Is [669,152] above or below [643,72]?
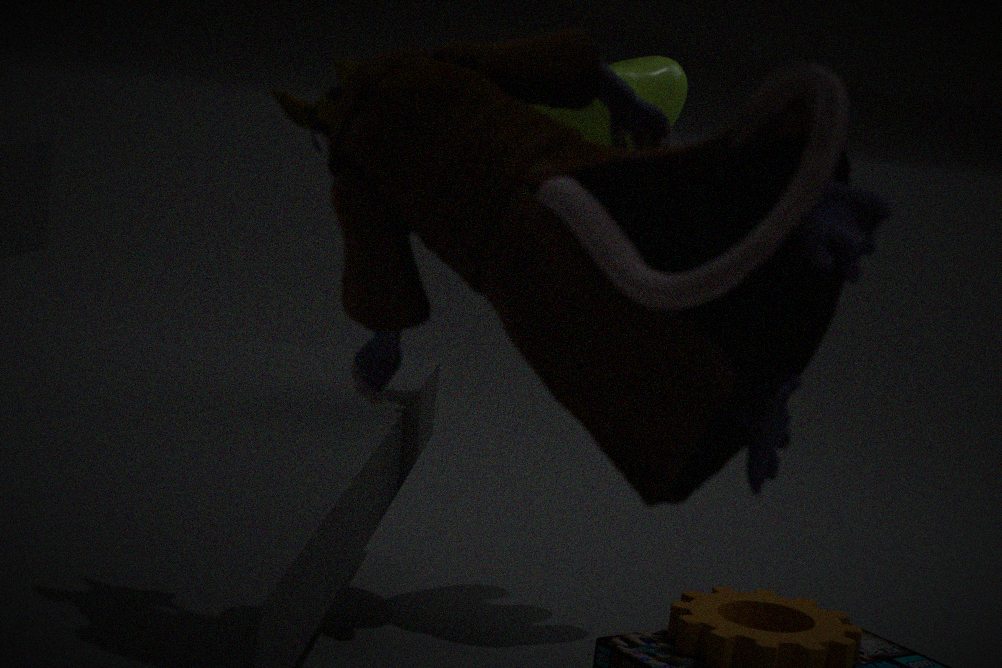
above
